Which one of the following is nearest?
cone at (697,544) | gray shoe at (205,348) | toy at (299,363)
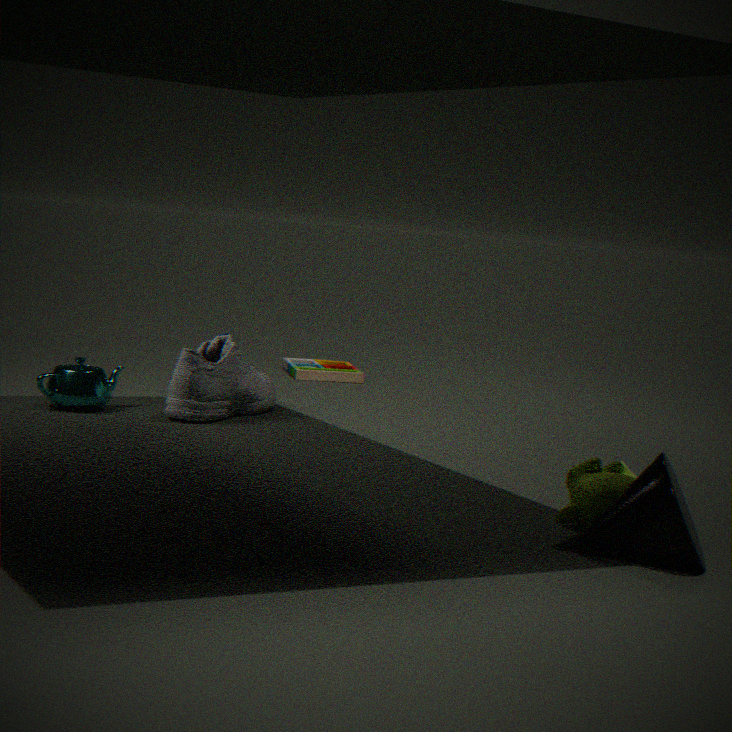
cone at (697,544)
